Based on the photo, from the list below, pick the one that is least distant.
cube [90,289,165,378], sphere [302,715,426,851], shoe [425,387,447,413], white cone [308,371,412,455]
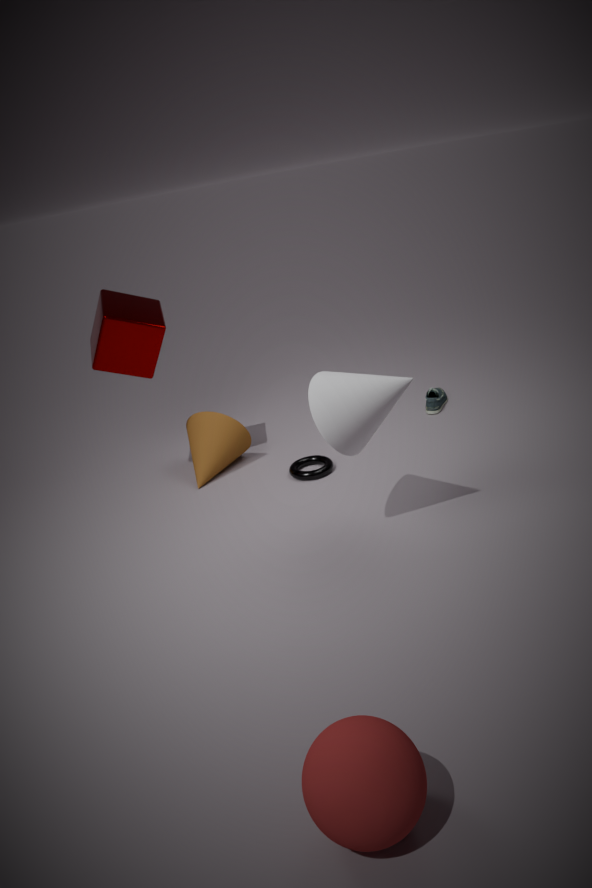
sphere [302,715,426,851]
